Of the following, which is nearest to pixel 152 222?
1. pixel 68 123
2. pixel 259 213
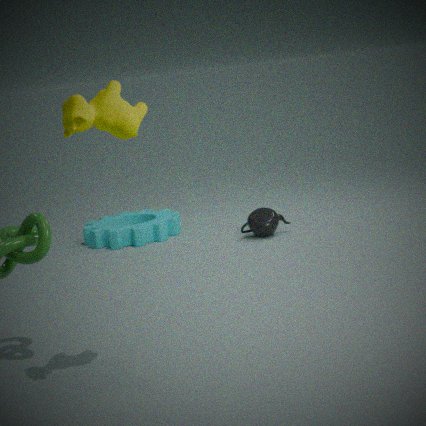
pixel 259 213
